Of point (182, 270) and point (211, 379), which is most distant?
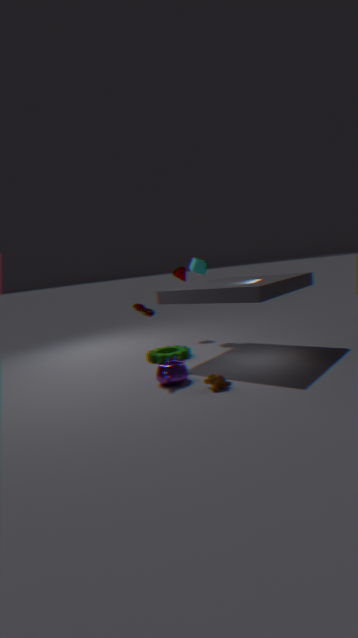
point (182, 270)
